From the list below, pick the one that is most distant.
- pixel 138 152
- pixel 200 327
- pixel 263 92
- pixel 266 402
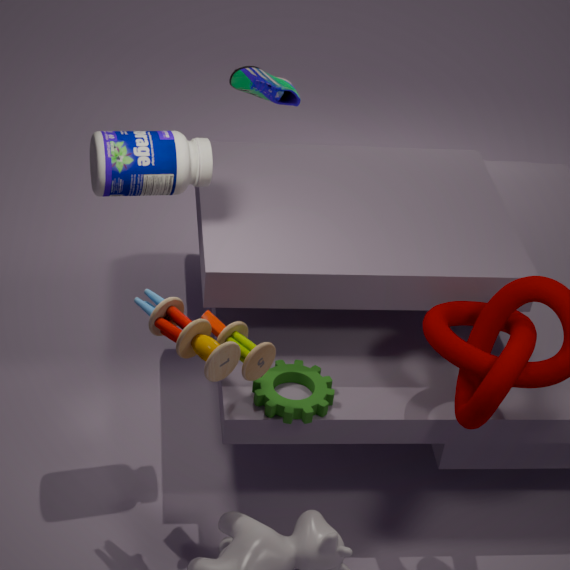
pixel 263 92
